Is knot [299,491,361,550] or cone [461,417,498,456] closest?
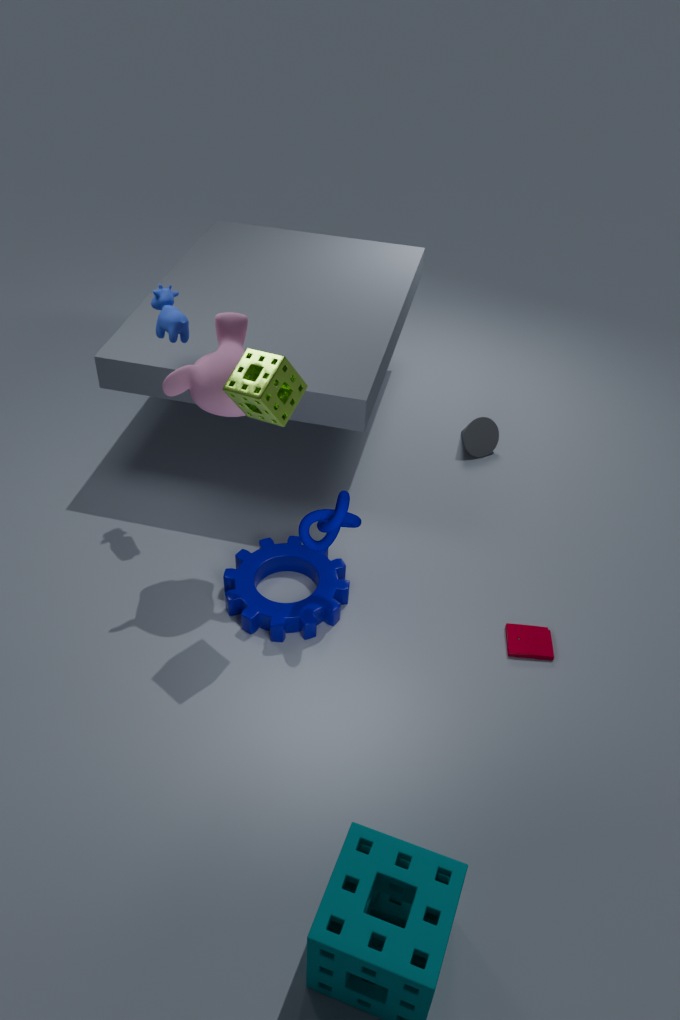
knot [299,491,361,550]
